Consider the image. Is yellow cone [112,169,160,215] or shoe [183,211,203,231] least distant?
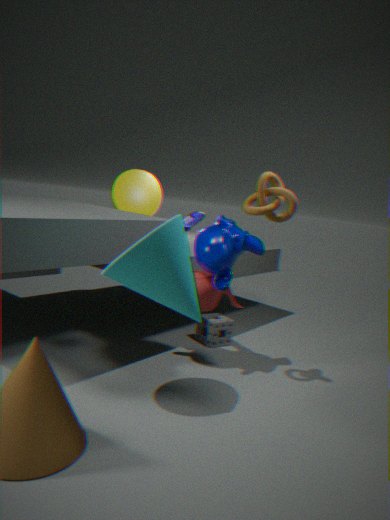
shoe [183,211,203,231]
